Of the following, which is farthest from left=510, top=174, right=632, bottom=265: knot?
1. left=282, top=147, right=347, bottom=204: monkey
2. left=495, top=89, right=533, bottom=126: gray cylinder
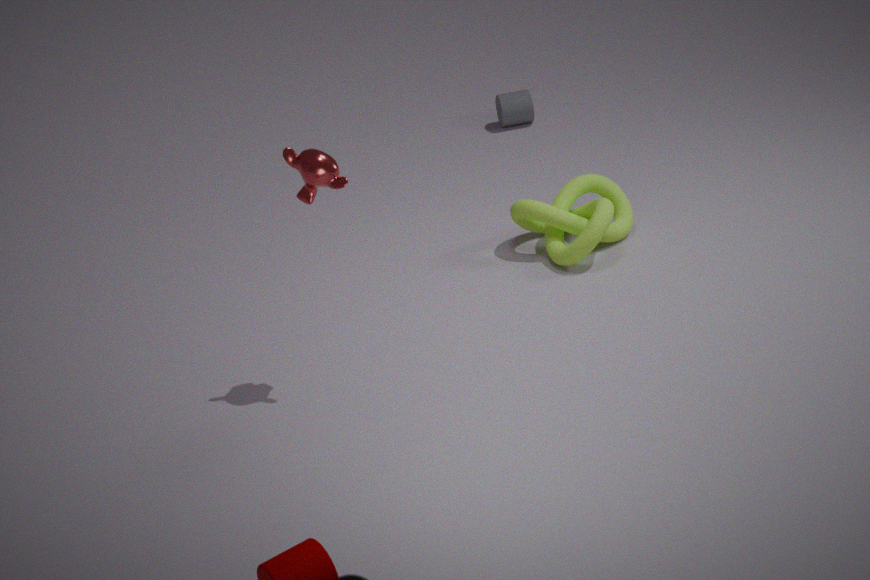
left=495, top=89, right=533, bottom=126: gray cylinder
